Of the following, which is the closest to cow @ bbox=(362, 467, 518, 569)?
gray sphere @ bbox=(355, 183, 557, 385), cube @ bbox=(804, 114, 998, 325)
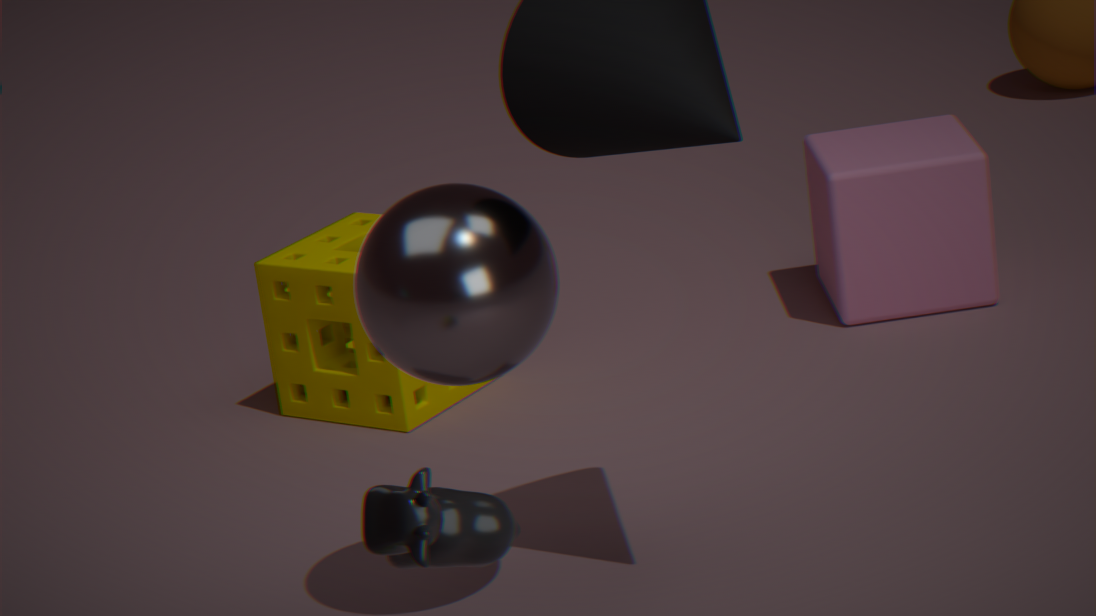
gray sphere @ bbox=(355, 183, 557, 385)
